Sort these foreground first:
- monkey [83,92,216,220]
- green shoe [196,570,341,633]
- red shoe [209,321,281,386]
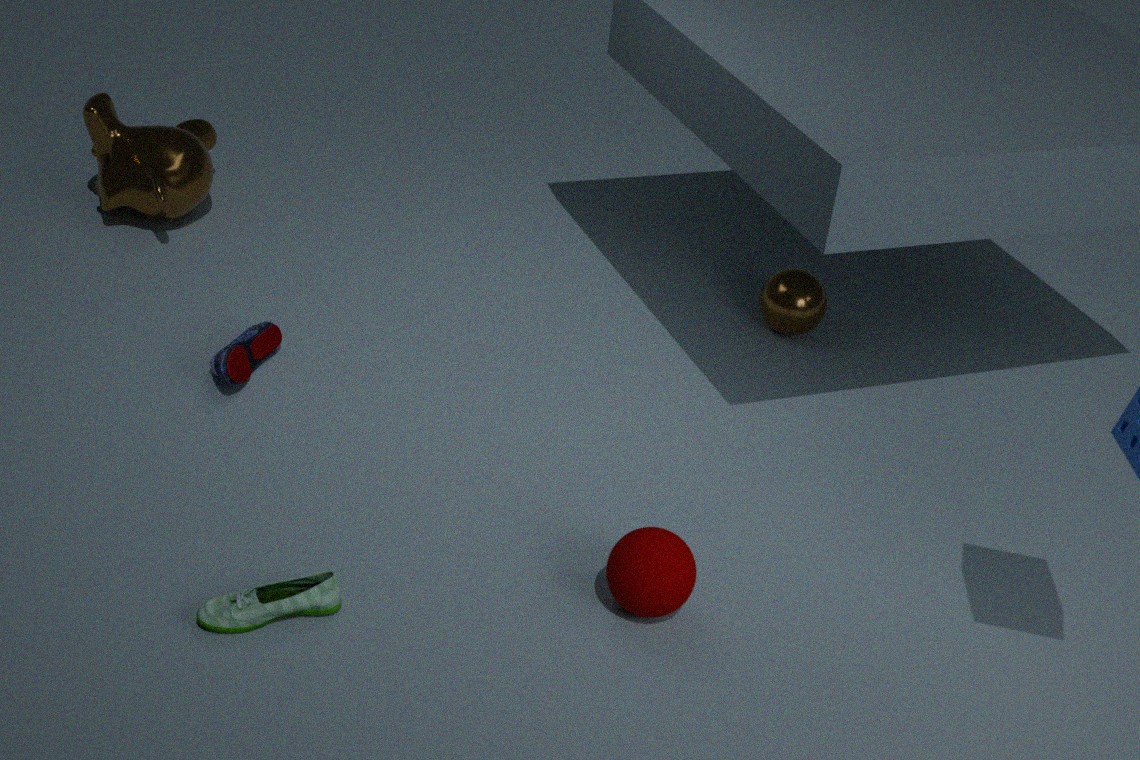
1. green shoe [196,570,341,633]
2. red shoe [209,321,281,386]
3. monkey [83,92,216,220]
